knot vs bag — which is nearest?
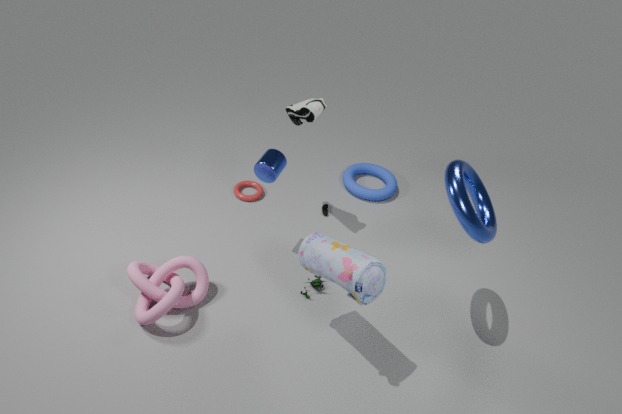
bag
